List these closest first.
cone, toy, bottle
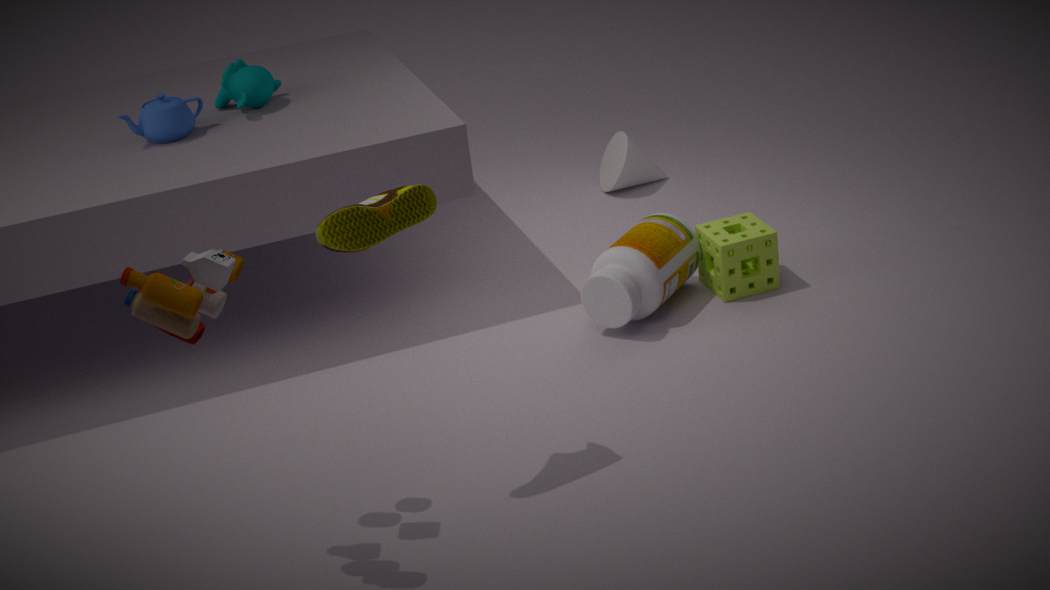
toy, bottle, cone
